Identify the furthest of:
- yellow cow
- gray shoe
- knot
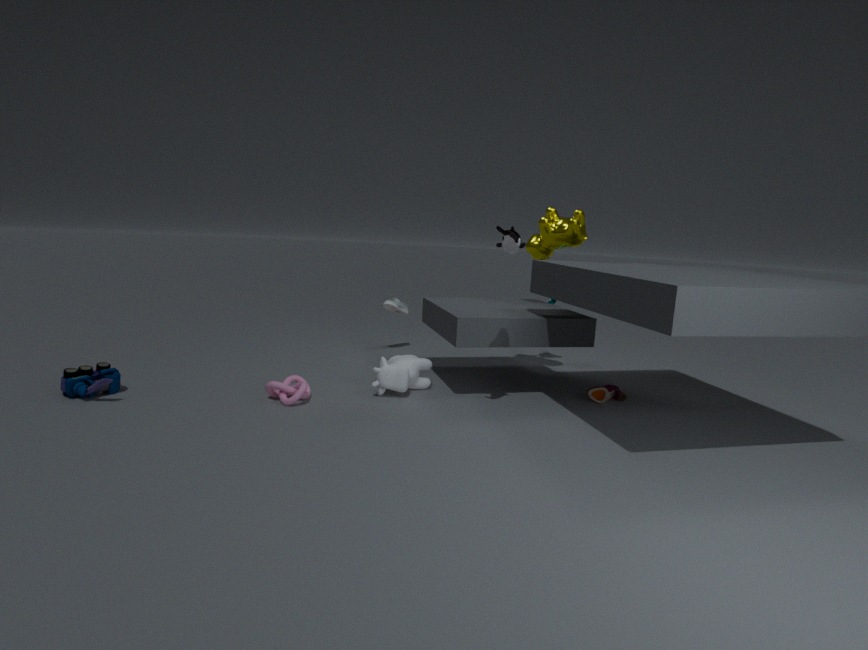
gray shoe
